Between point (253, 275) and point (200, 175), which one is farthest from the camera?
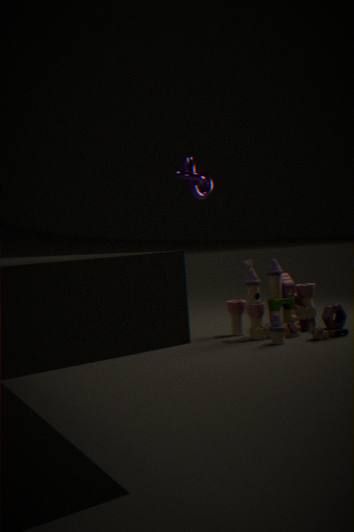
point (200, 175)
